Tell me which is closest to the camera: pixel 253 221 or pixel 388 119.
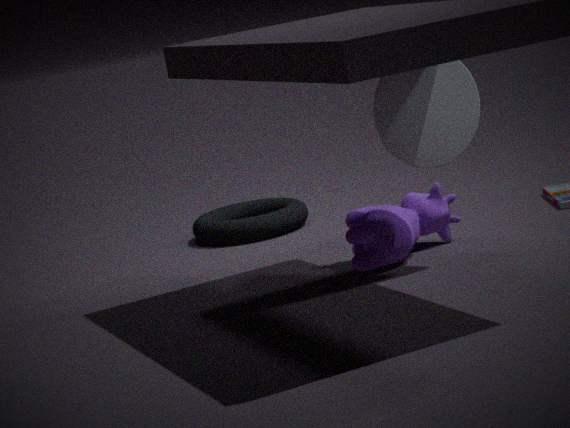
pixel 388 119
